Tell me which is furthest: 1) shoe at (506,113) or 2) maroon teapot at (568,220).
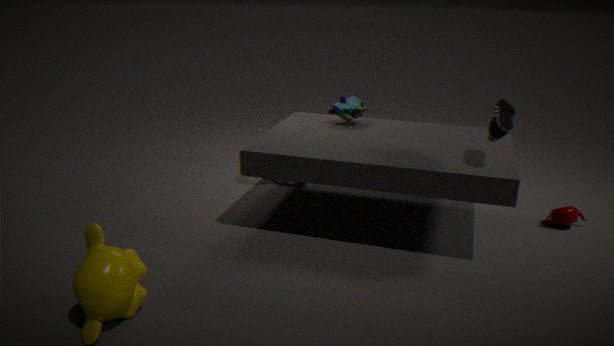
2. maroon teapot at (568,220)
